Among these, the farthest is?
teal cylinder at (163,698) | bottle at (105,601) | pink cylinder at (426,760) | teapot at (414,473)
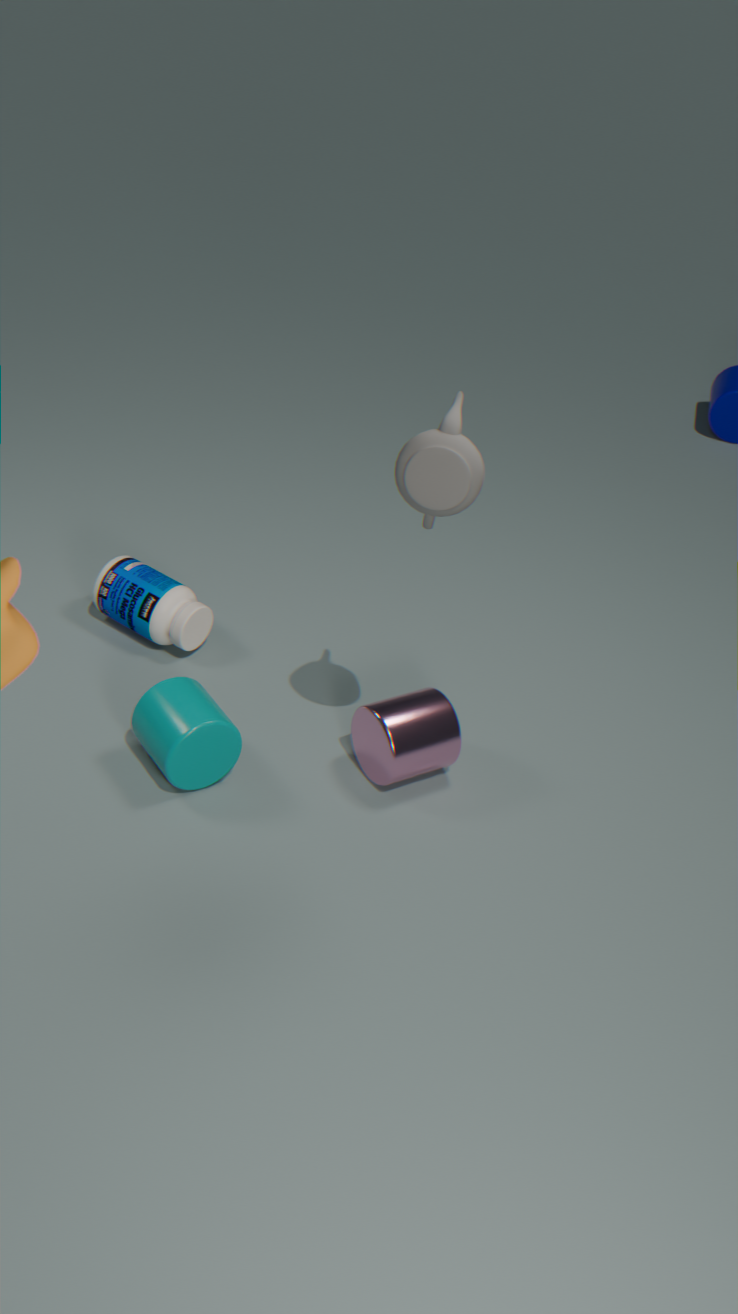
bottle at (105,601)
